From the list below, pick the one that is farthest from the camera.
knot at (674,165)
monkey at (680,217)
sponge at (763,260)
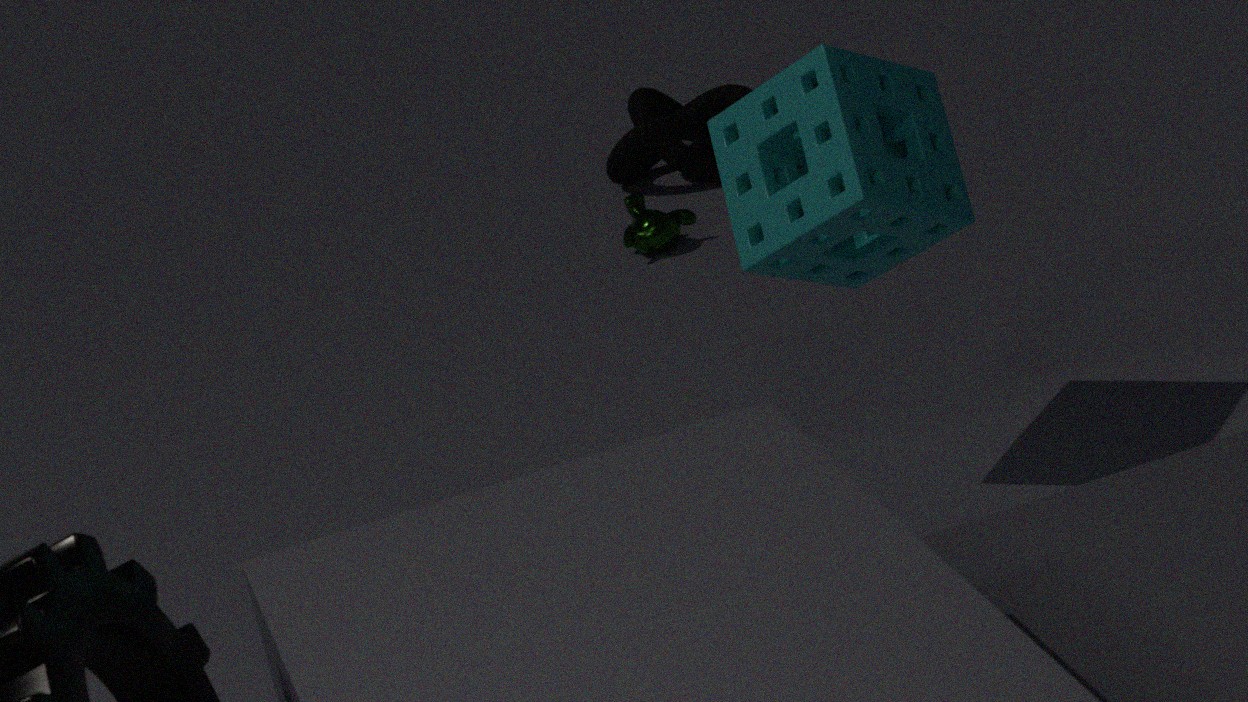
knot at (674,165)
